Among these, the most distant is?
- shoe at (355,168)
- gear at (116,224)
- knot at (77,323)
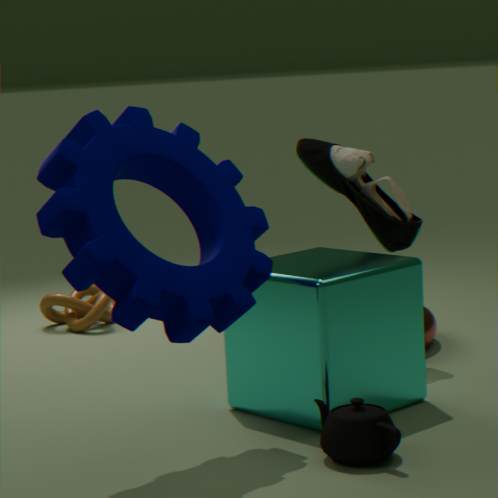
knot at (77,323)
